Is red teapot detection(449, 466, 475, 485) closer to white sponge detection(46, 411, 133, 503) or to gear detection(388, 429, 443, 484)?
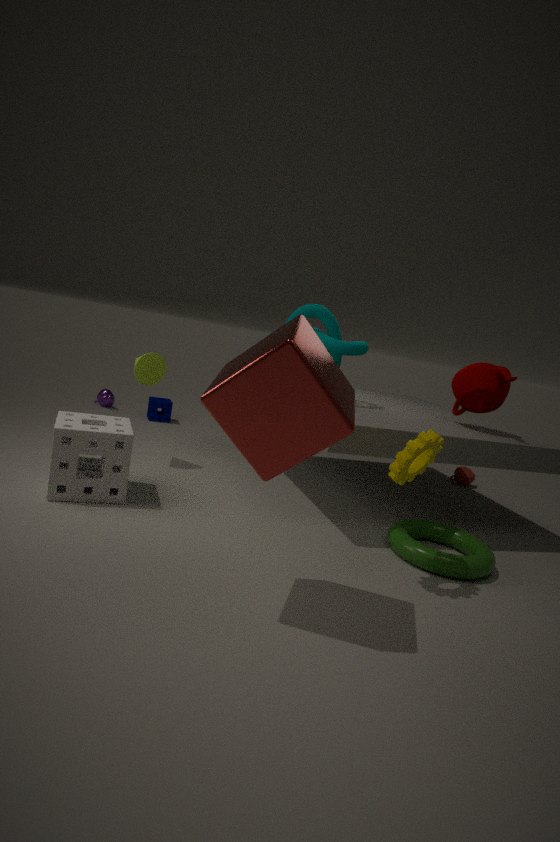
gear detection(388, 429, 443, 484)
